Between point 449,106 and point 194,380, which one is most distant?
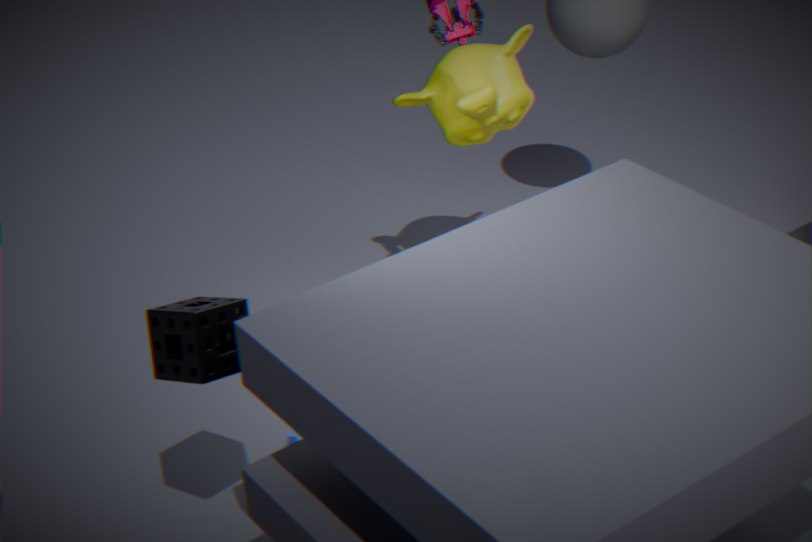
point 449,106
